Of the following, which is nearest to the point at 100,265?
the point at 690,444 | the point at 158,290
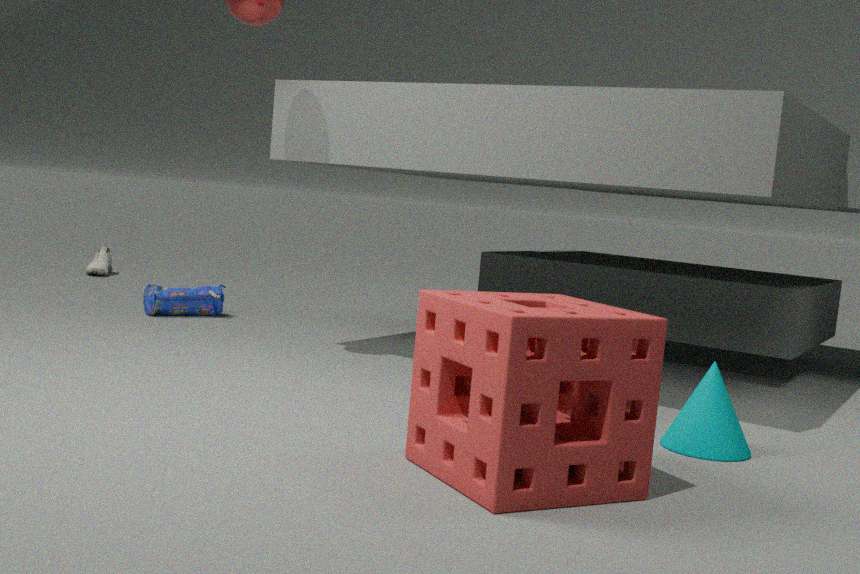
the point at 158,290
